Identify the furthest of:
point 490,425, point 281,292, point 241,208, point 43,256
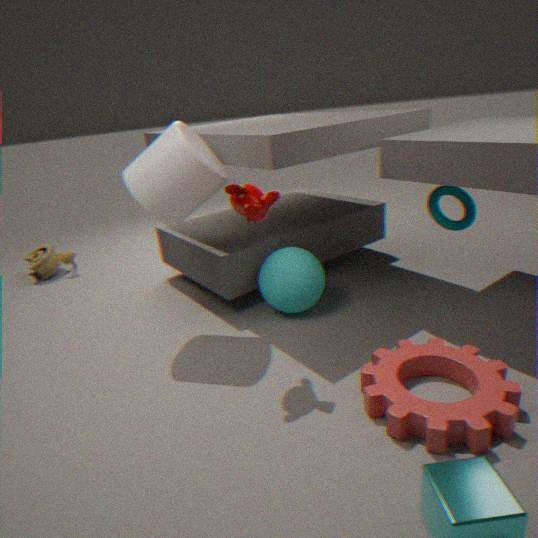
point 43,256
